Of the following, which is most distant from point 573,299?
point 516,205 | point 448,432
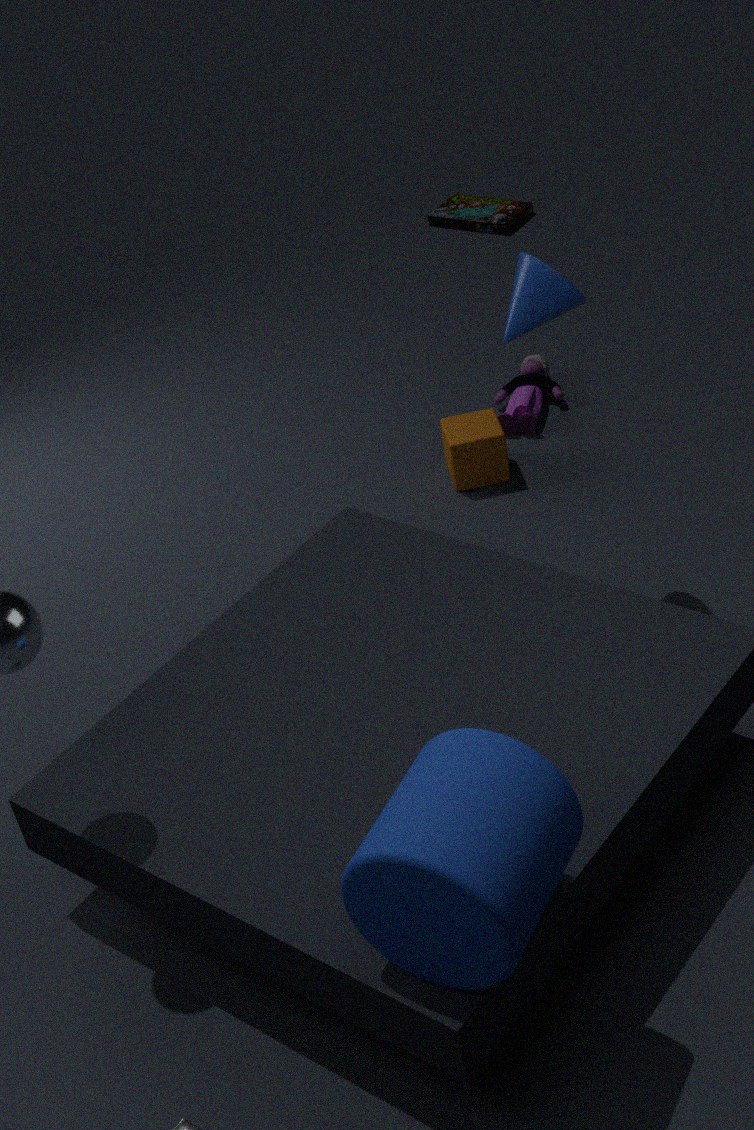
point 516,205
